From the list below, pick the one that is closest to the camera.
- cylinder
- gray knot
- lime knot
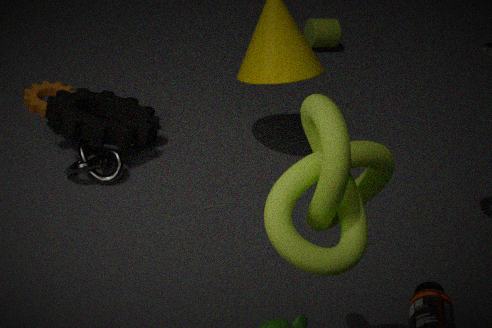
lime knot
